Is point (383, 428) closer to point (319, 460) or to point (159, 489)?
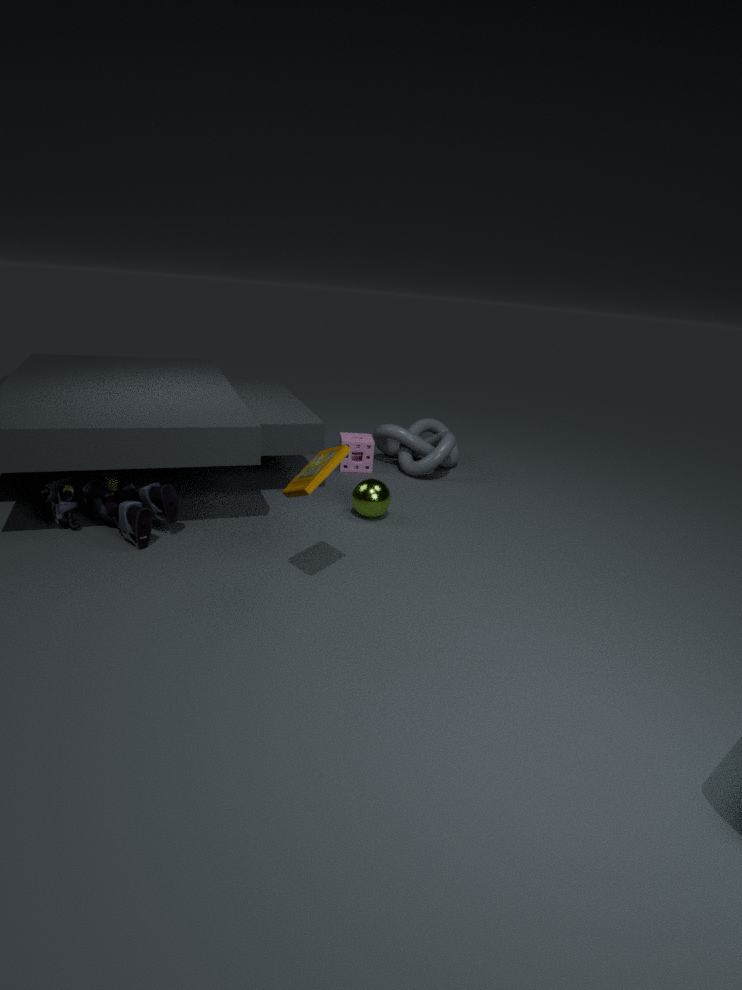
point (319, 460)
